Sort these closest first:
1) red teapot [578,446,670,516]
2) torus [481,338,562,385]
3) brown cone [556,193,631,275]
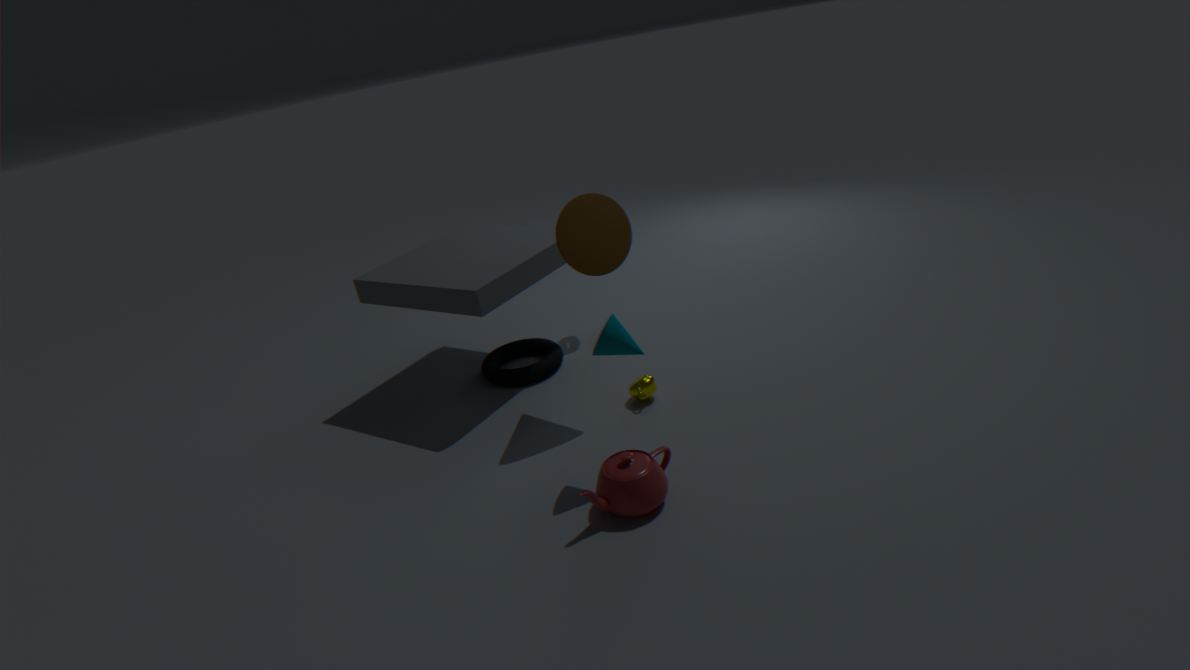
1. red teapot [578,446,670,516]
3. brown cone [556,193,631,275]
2. torus [481,338,562,385]
